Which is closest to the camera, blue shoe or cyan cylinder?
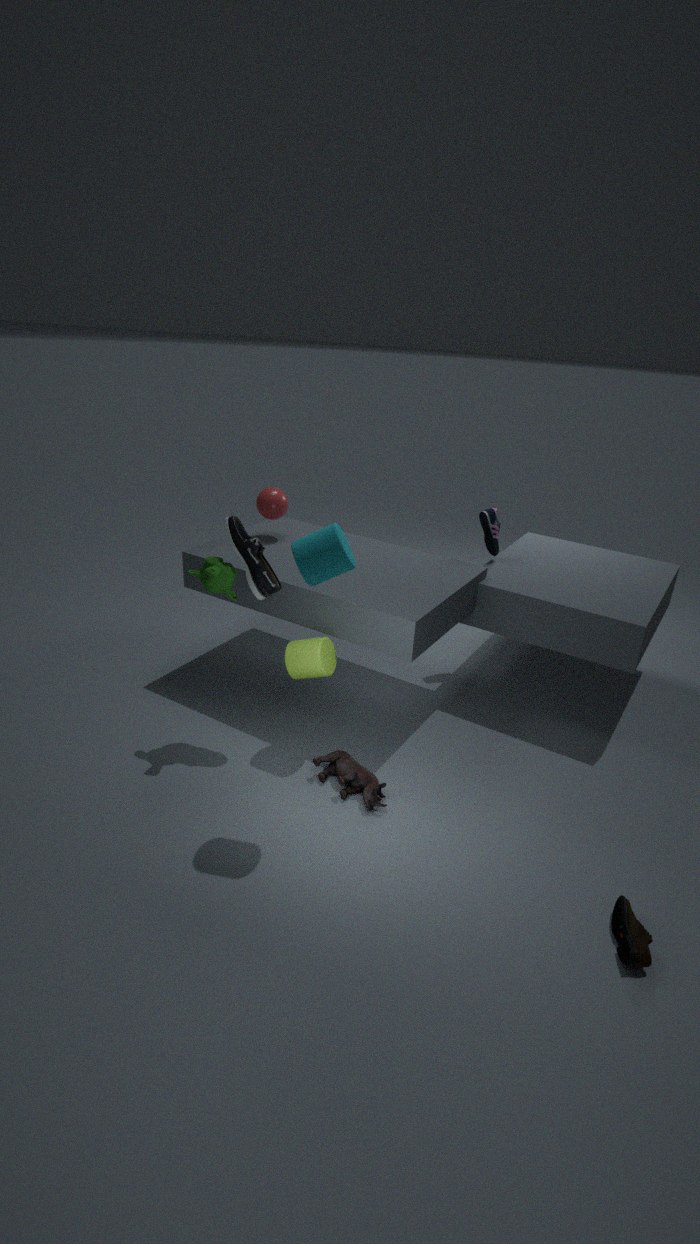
cyan cylinder
